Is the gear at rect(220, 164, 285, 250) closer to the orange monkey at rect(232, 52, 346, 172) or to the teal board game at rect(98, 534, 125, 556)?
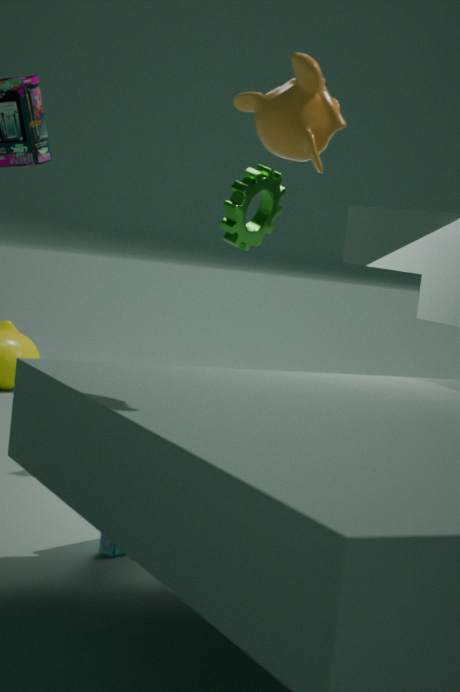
the teal board game at rect(98, 534, 125, 556)
